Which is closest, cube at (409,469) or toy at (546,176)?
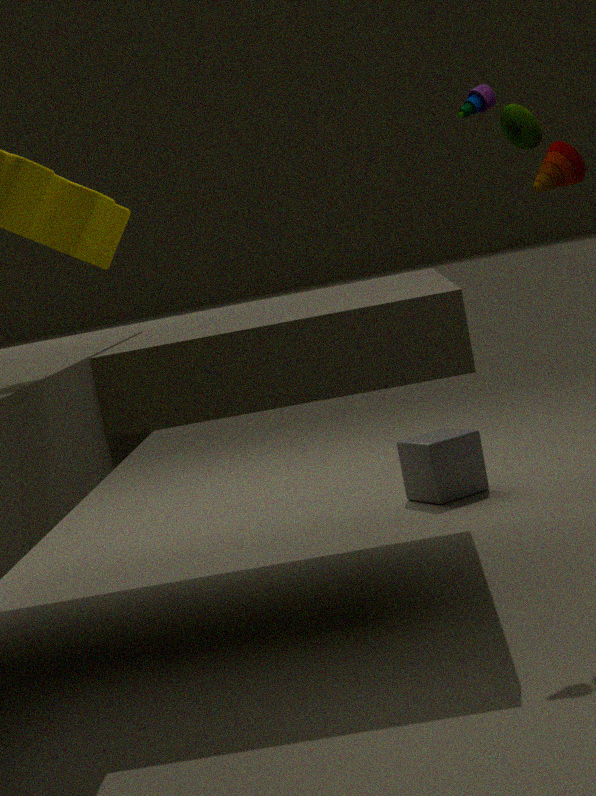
toy at (546,176)
